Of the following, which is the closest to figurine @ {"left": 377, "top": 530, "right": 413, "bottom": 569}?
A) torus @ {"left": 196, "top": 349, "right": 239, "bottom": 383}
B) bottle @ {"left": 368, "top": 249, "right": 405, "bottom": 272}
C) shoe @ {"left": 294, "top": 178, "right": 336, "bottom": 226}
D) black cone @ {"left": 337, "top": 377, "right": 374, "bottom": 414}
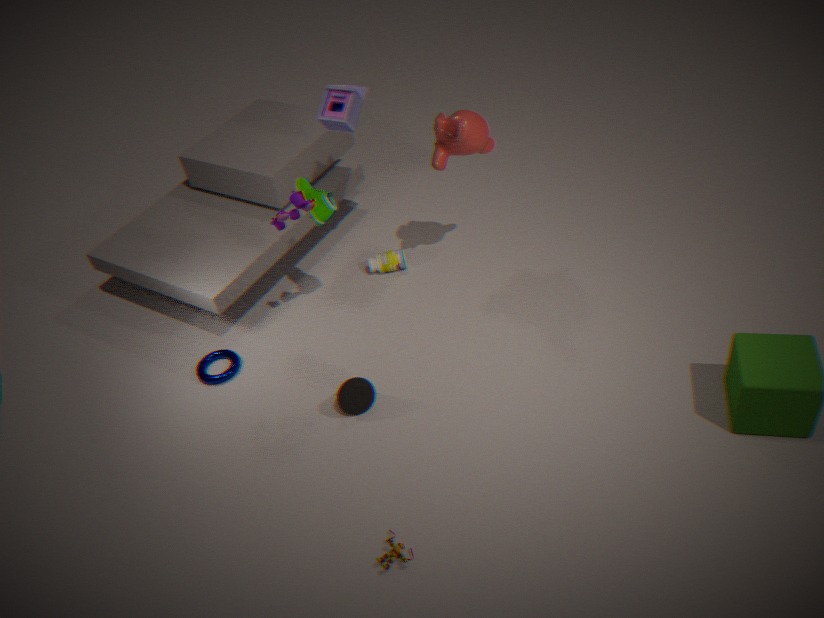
black cone @ {"left": 337, "top": 377, "right": 374, "bottom": 414}
